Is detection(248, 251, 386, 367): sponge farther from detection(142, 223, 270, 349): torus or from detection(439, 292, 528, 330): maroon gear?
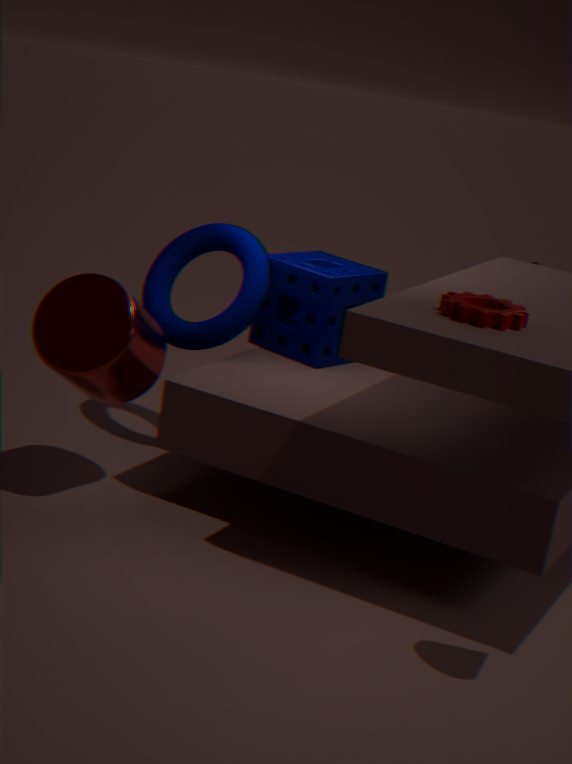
detection(439, 292, 528, 330): maroon gear
